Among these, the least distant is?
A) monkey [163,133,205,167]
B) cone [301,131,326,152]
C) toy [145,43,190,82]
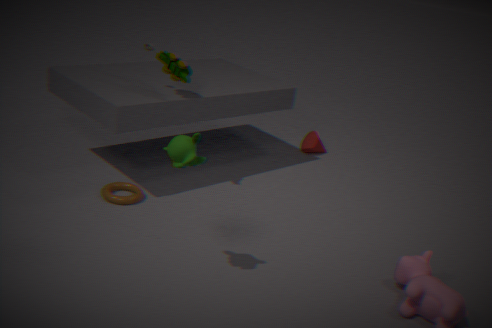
monkey [163,133,205,167]
